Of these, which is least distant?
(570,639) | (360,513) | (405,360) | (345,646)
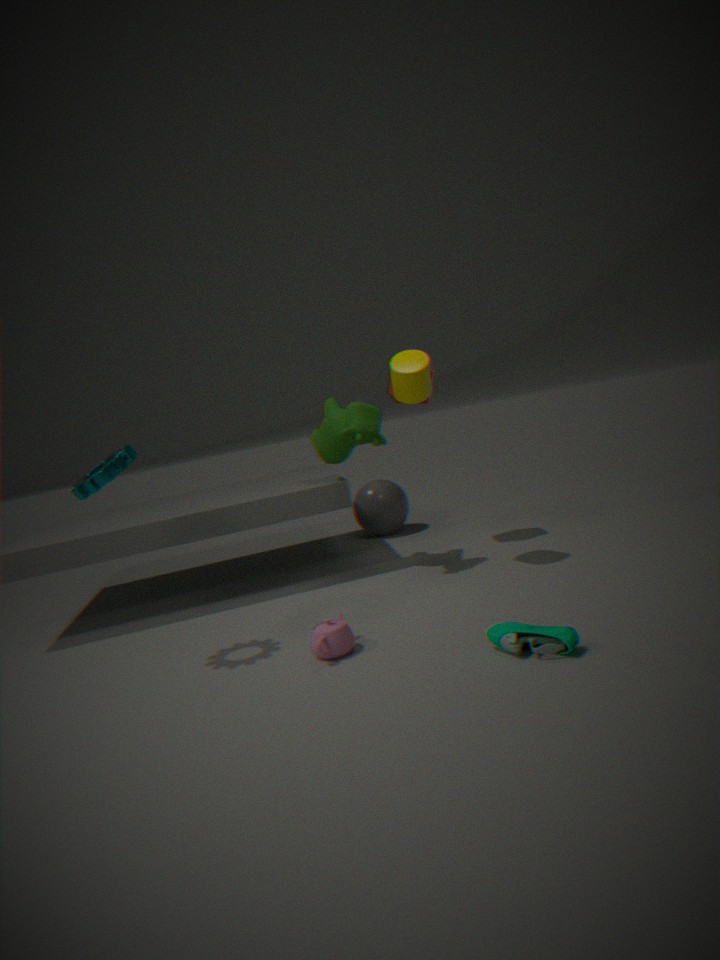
(570,639)
